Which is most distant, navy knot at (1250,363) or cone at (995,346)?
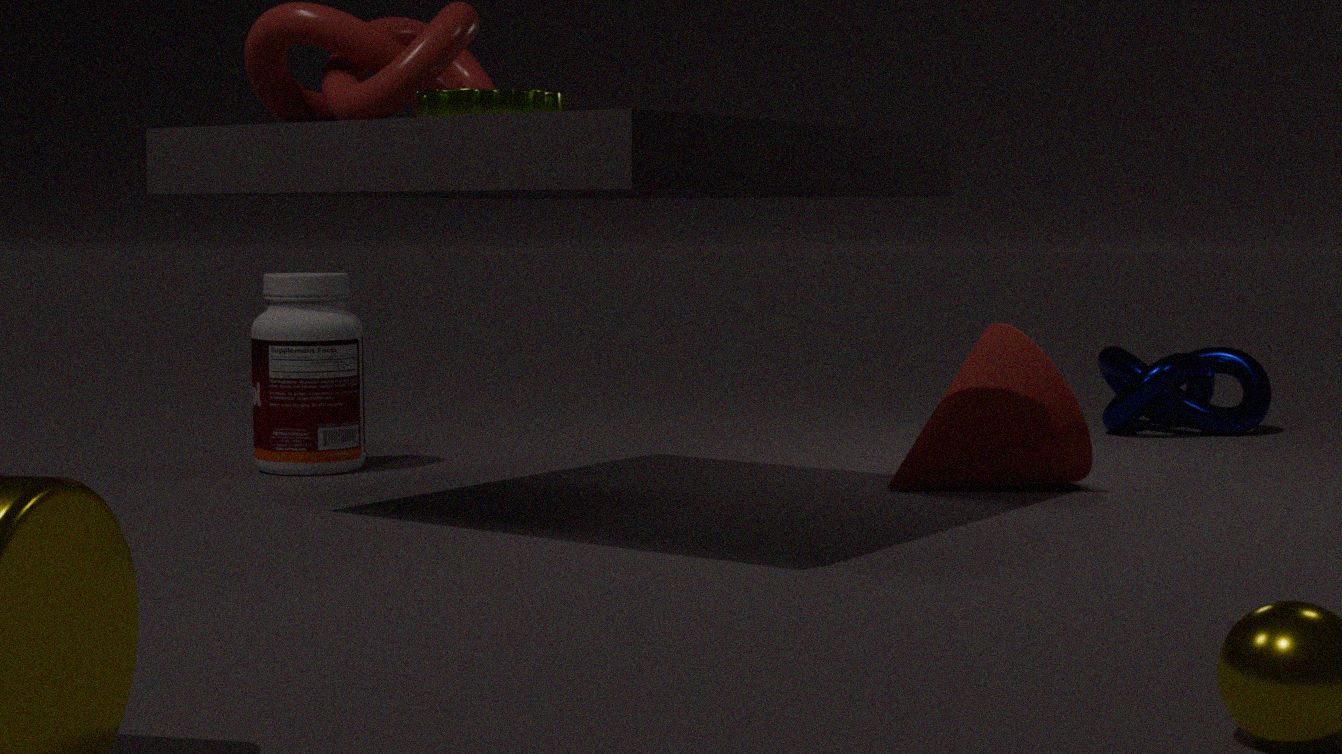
navy knot at (1250,363)
